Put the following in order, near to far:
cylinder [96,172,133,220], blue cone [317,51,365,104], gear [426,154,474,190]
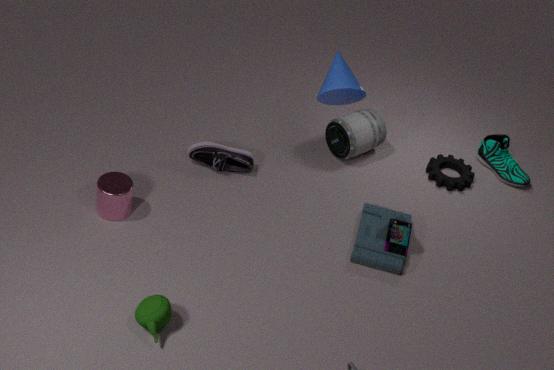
blue cone [317,51,365,104] < cylinder [96,172,133,220] < gear [426,154,474,190]
